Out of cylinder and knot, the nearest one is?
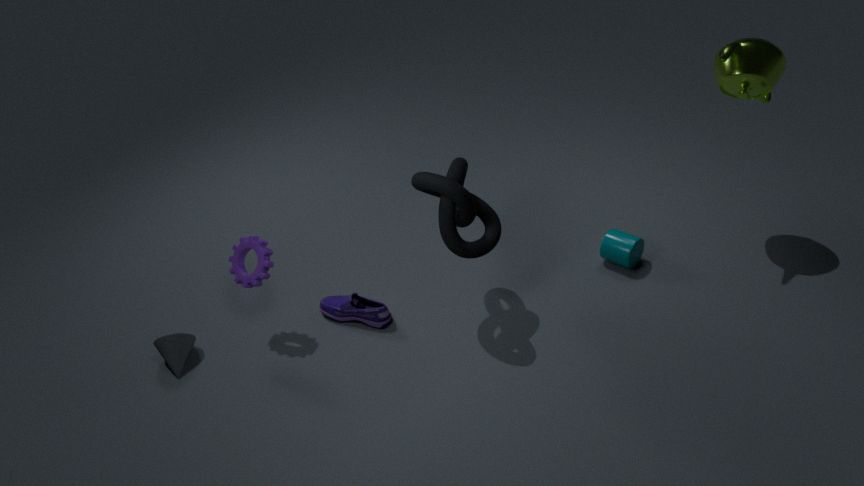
knot
